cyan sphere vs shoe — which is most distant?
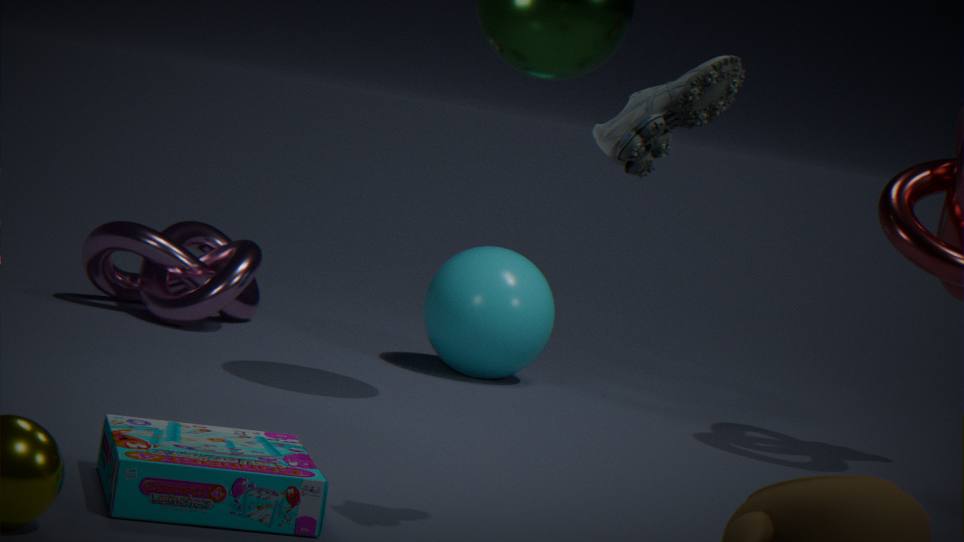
cyan sphere
